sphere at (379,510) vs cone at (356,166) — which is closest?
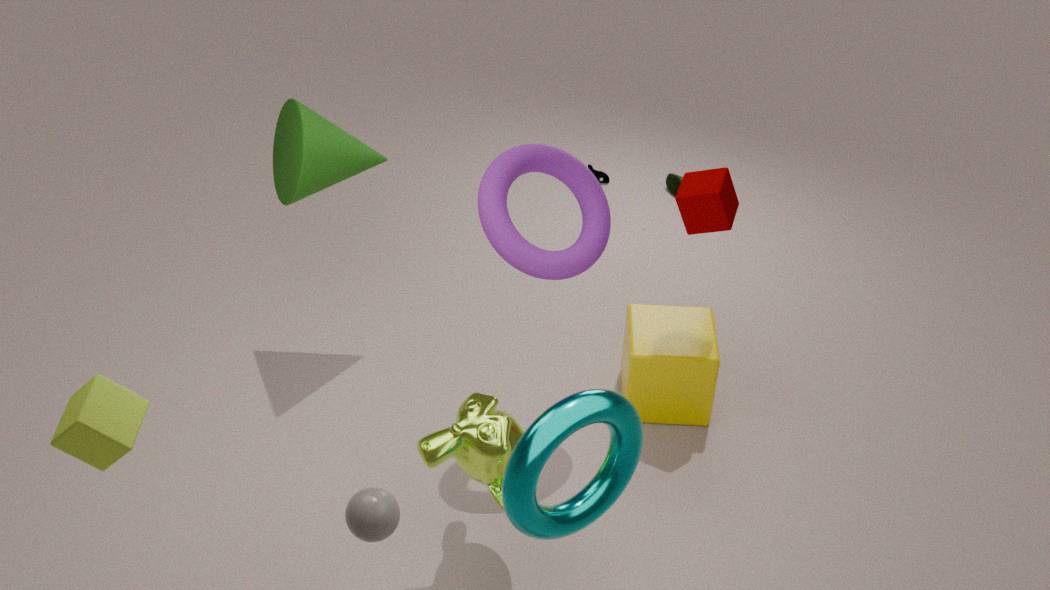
sphere at (379,510)
